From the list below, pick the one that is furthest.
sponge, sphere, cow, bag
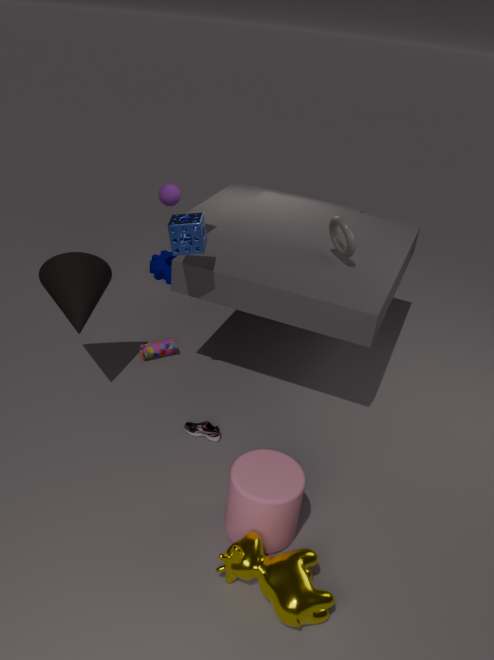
sphere
